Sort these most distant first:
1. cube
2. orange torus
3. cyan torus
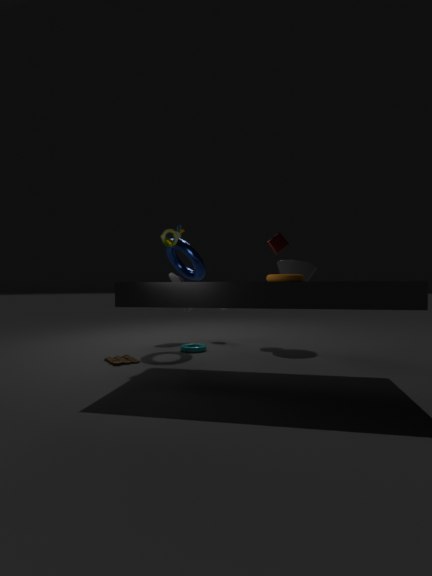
cube < cyan torus < orange torus
